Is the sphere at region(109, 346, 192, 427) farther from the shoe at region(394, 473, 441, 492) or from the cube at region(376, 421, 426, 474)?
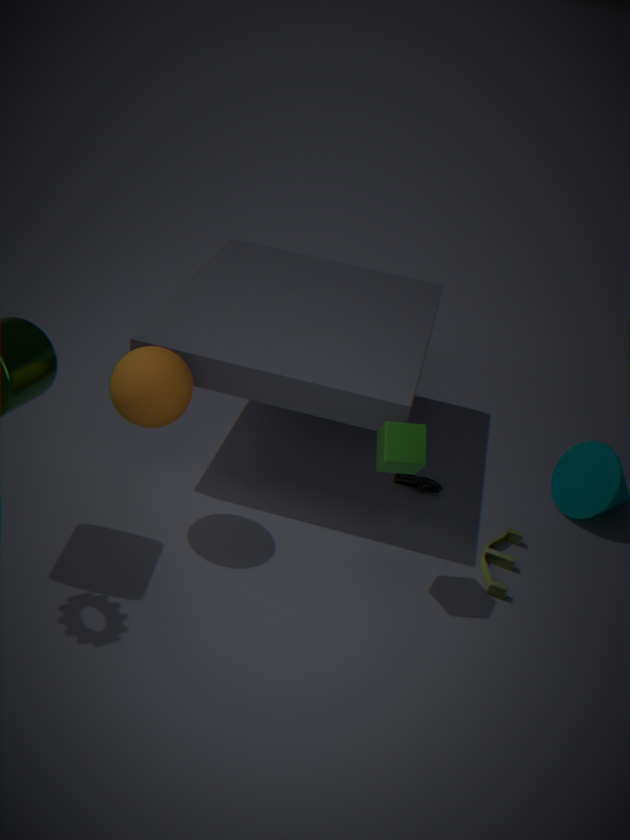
the shoe at region(394, 473, 441, 492)
